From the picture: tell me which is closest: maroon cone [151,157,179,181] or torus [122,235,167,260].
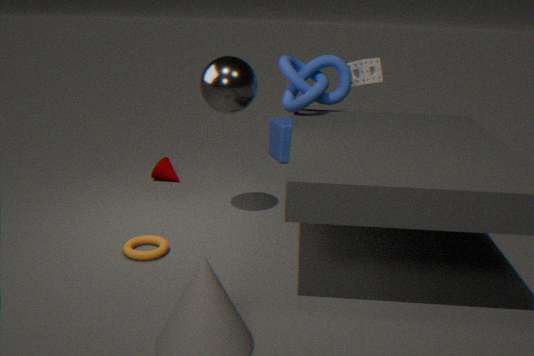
torus [122,235,167,260]
